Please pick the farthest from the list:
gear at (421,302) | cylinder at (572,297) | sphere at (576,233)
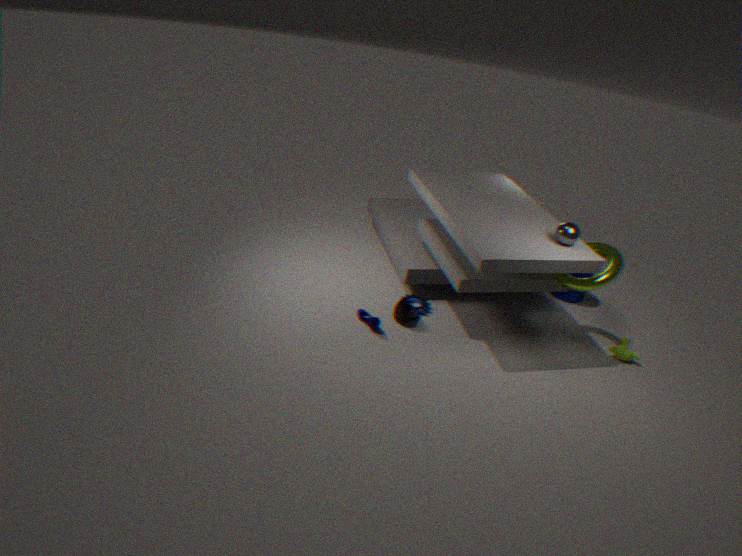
cylinder at (572,297)
